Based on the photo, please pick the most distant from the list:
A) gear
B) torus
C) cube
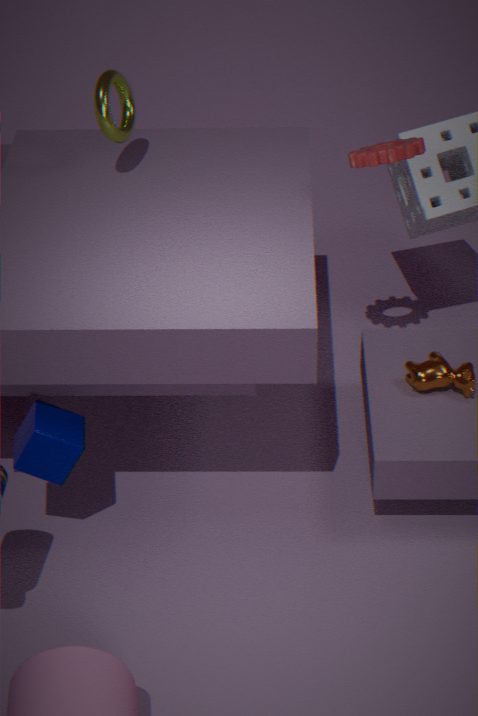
torus
